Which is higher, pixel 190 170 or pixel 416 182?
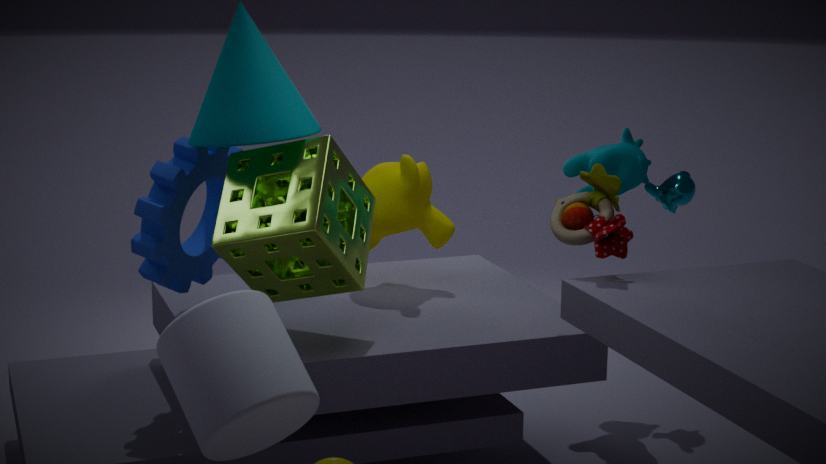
pixel 190 170
